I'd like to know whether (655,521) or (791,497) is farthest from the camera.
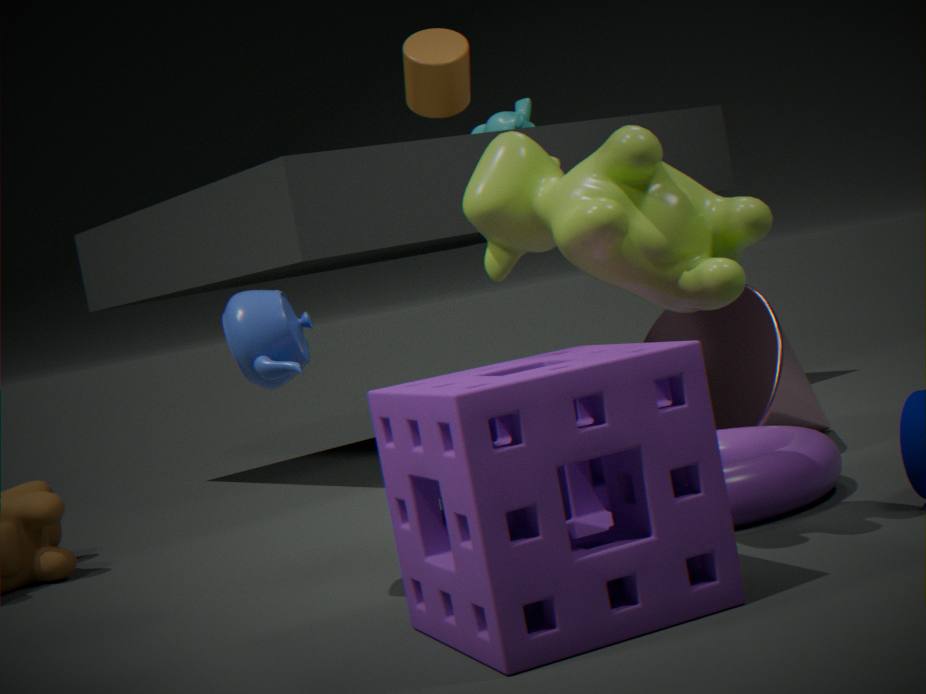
(791,497)
